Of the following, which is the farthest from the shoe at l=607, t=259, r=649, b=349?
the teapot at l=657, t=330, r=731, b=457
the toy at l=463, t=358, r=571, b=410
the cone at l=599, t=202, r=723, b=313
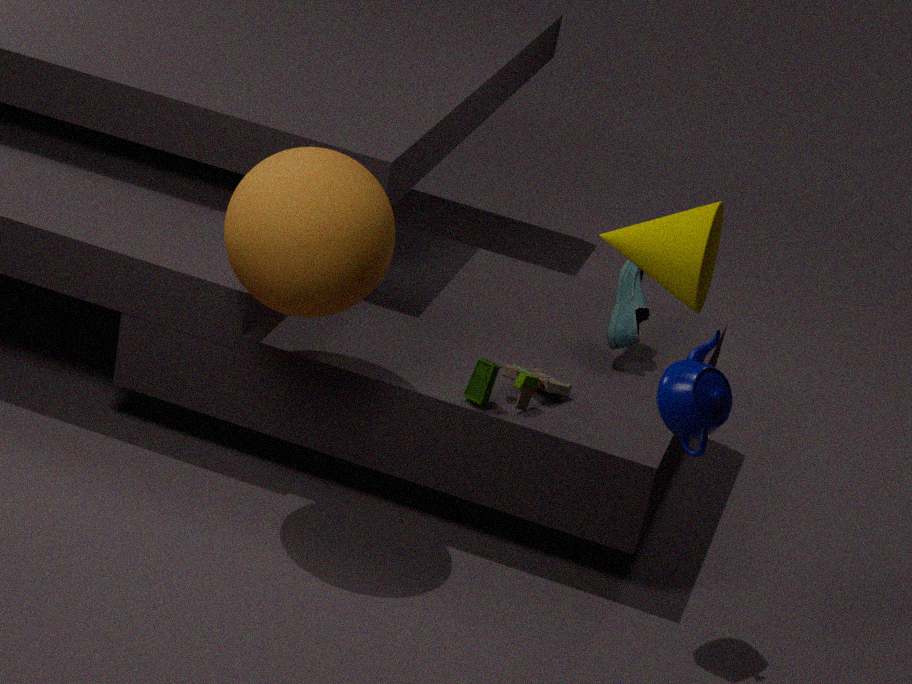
the cone at l=599, t=202, r=723, b=313
